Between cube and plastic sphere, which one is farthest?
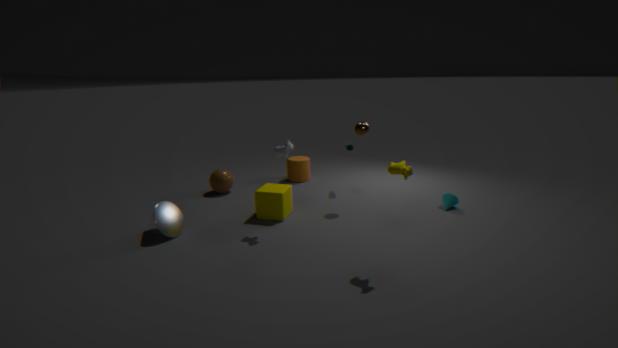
plastic sphere
